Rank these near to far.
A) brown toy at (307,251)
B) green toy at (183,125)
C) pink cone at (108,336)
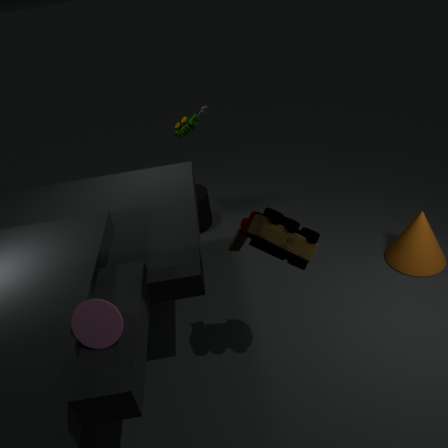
pink cone at (108,336)
brown toy at (307,251)
green toy at (183,125)
